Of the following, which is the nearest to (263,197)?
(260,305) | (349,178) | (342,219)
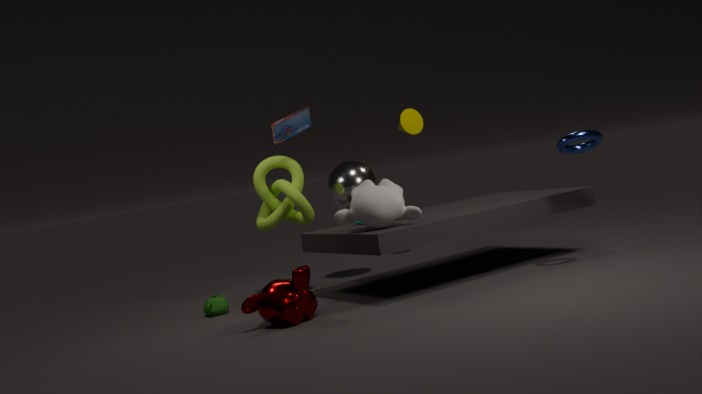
(349,178)
